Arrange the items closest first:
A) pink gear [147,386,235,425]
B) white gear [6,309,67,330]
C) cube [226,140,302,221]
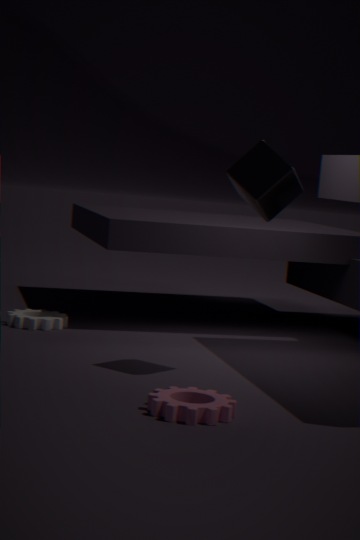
1. A. pink gear [147,386,235,425]
2. C. cube [226,140,302,221]
3. B. white gear [6,309,67,330]
